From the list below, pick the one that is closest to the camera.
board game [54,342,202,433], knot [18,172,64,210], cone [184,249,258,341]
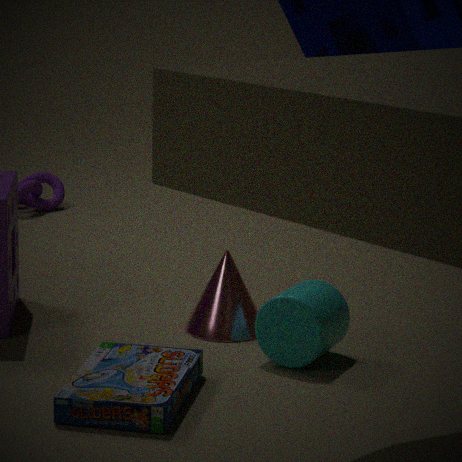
board game [54,342,202,433]
